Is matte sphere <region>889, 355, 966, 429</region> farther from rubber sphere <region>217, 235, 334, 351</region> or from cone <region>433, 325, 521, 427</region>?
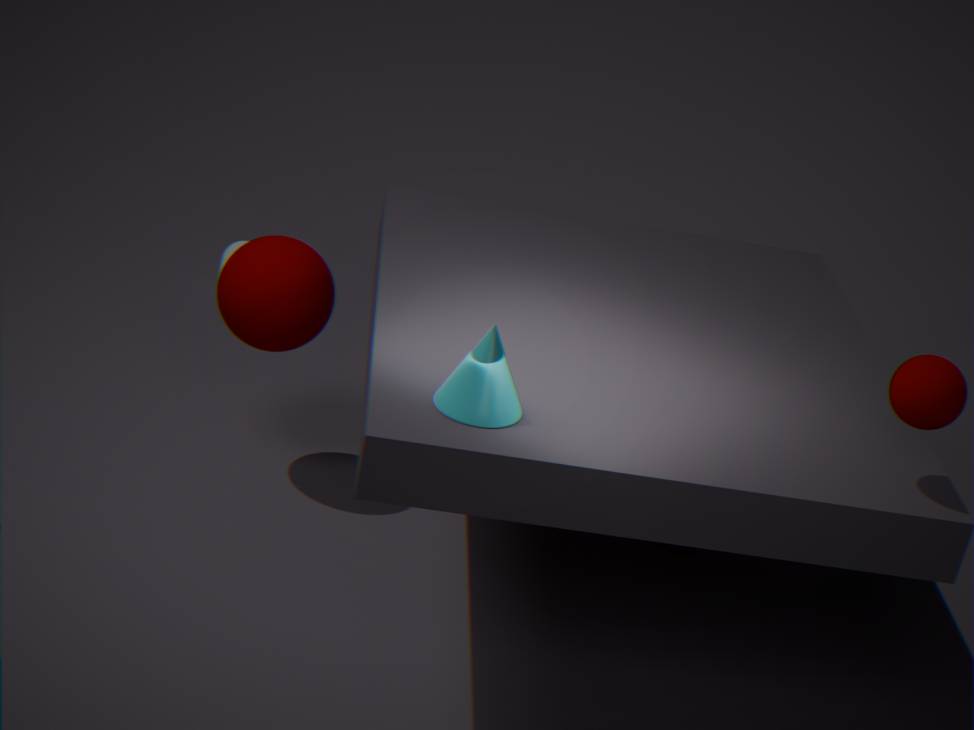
rubber sphere <region>217, 235, 334, 351</region>
